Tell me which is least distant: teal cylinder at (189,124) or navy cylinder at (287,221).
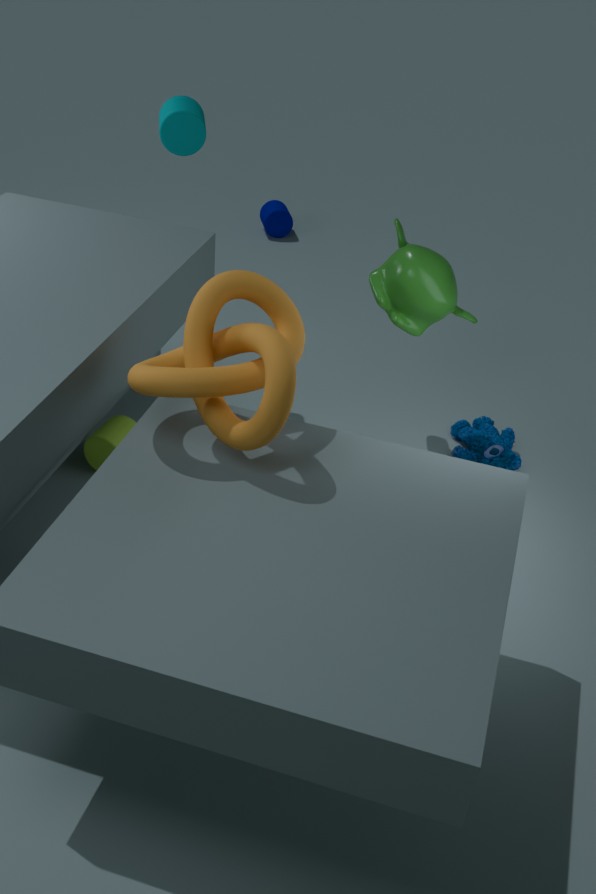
teal cylinder at (189,124)
